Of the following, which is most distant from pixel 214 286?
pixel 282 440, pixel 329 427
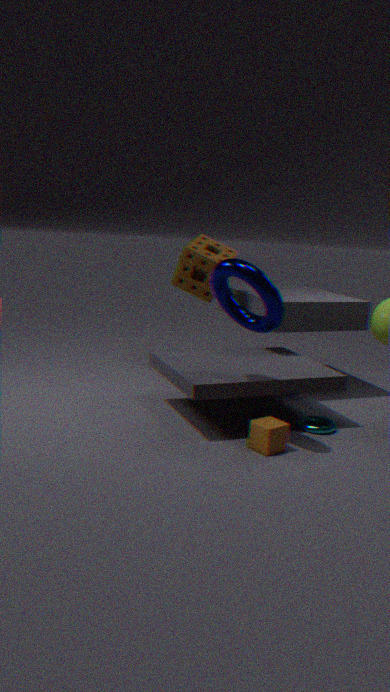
pixel 329 427
